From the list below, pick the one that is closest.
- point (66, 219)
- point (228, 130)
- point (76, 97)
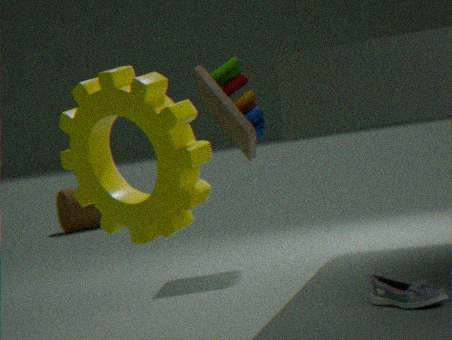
point (76, 97)
